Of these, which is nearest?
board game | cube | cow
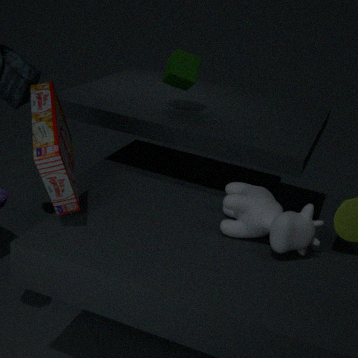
board game
